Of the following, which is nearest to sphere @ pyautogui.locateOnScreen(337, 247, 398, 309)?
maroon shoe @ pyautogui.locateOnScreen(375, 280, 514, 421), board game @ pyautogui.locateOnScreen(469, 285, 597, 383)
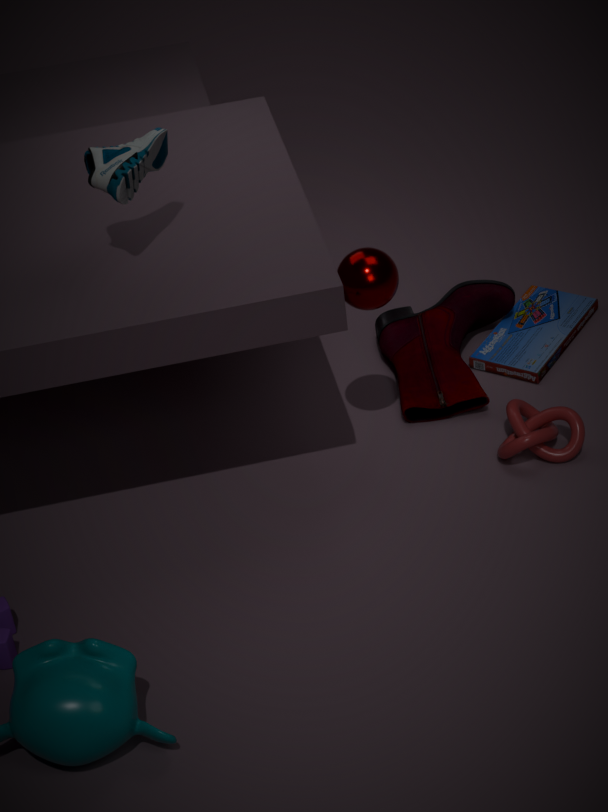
maroon shoe @ pyautogui.locateOnScreen(375, 280, 514, 421)
